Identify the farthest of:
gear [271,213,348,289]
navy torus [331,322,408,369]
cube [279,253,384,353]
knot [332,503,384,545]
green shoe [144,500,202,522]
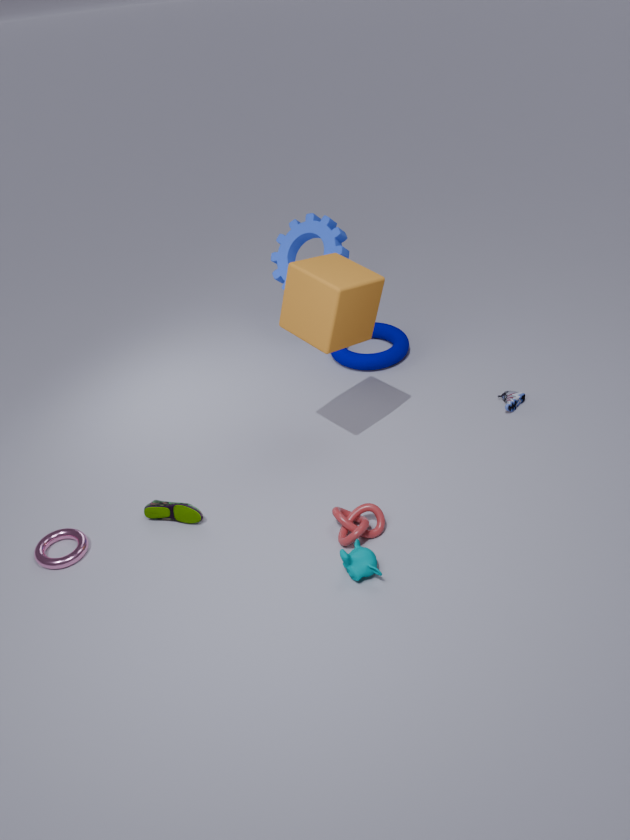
navy torus [331,322,408,369]
